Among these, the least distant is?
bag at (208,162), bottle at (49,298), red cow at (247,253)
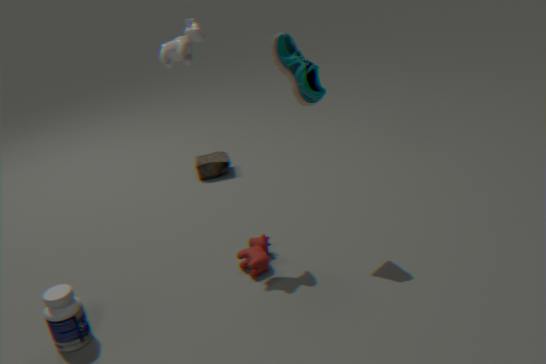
bottle at (49,298)
